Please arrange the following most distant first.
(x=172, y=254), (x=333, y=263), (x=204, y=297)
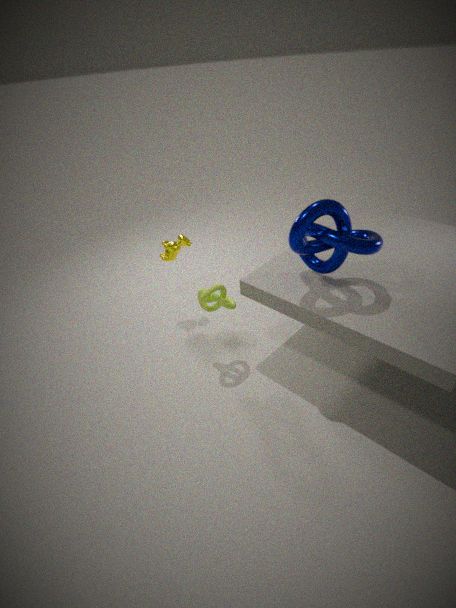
(x=172, y=254)
(x=204, y=297)
(x=333, y=263)
